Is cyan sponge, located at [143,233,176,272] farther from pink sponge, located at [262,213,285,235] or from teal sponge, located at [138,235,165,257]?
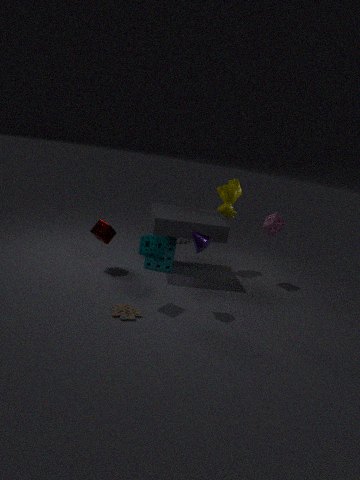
pink sponge, located at [262,213,285,235]
